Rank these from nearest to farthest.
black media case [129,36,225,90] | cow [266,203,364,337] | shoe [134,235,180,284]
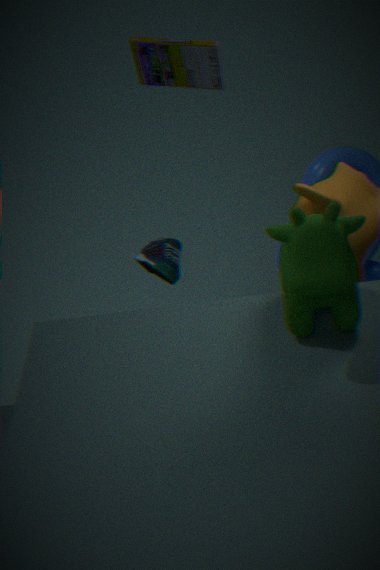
cow [266,203,364,337], shoe [134,235,180,284], black media case [129,36,225,90]
